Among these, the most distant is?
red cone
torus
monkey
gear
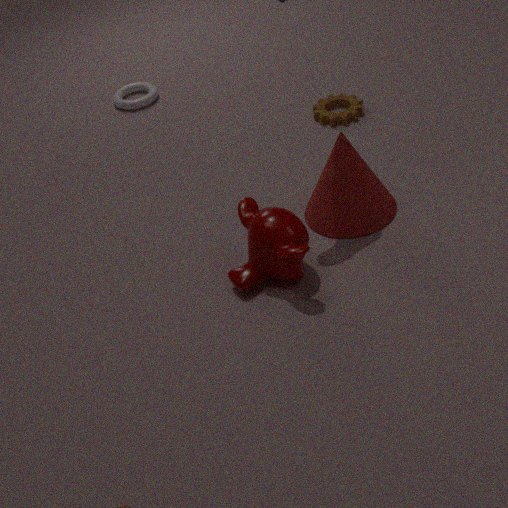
torus
